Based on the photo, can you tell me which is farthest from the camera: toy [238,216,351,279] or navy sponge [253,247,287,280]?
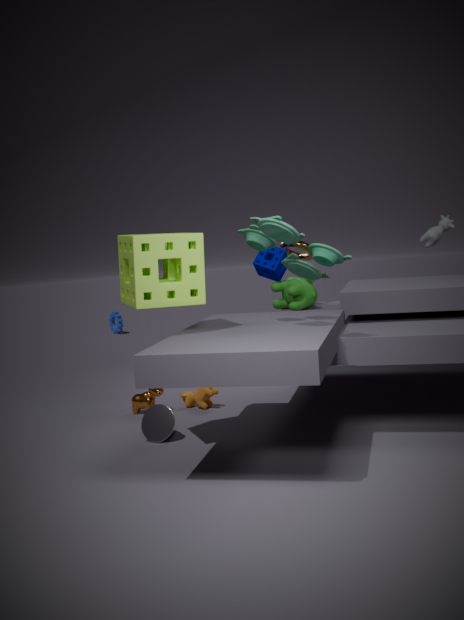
navy sponge [253,247,287,280]
